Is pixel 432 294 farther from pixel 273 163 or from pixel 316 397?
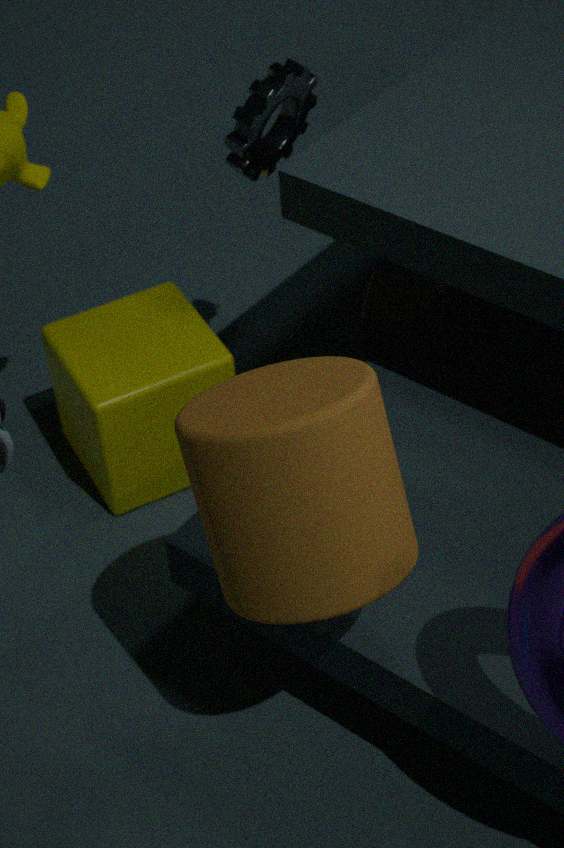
pixel 316 397
